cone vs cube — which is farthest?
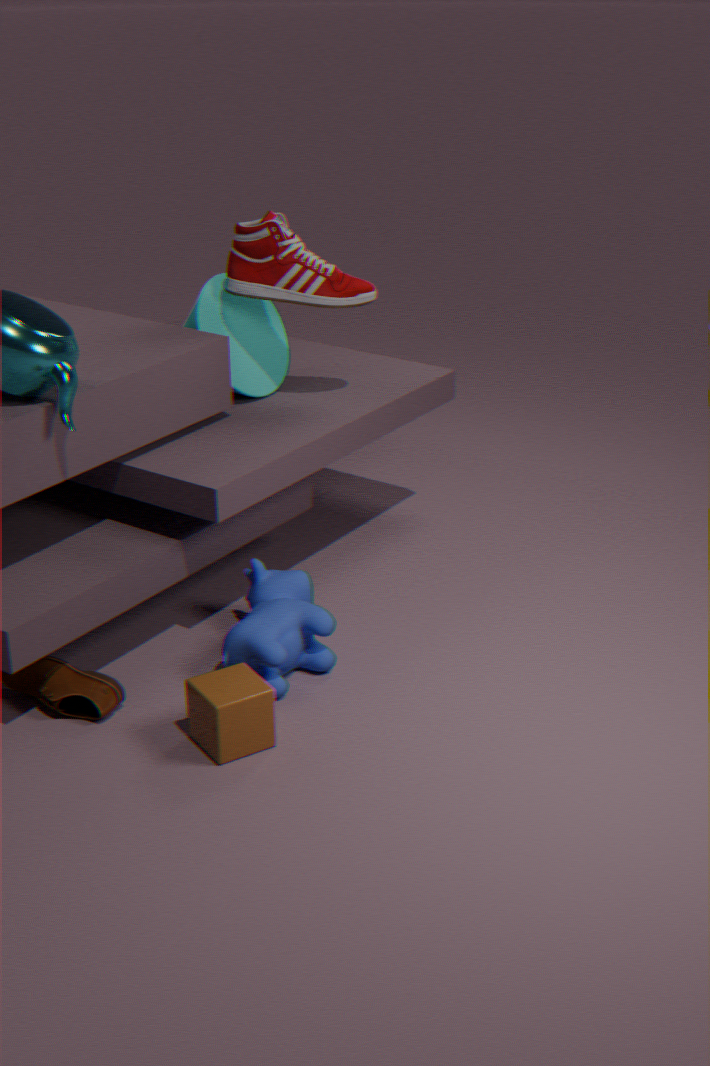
cone
